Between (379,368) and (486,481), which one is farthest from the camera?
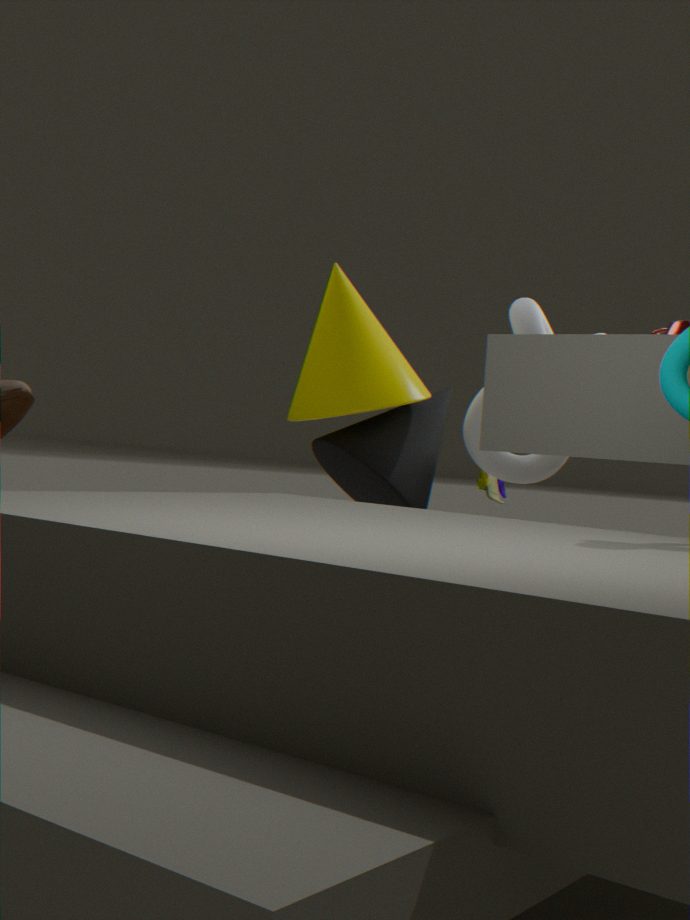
(486,481)
